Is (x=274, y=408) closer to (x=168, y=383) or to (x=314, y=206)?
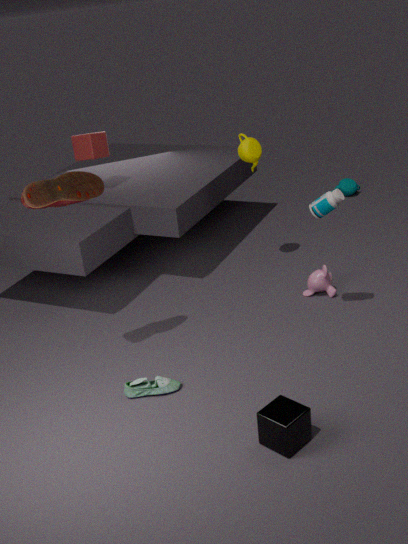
(x=168, y=383)
